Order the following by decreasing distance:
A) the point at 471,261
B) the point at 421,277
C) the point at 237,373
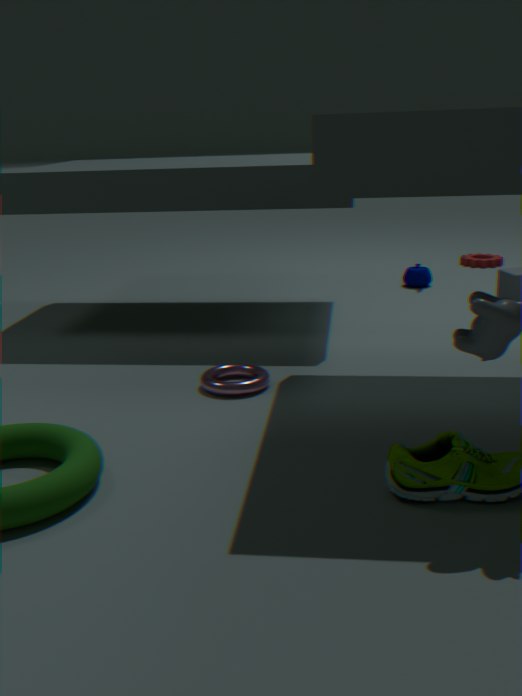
the point at 471,261
the point at 421,277
the point at 237,373
